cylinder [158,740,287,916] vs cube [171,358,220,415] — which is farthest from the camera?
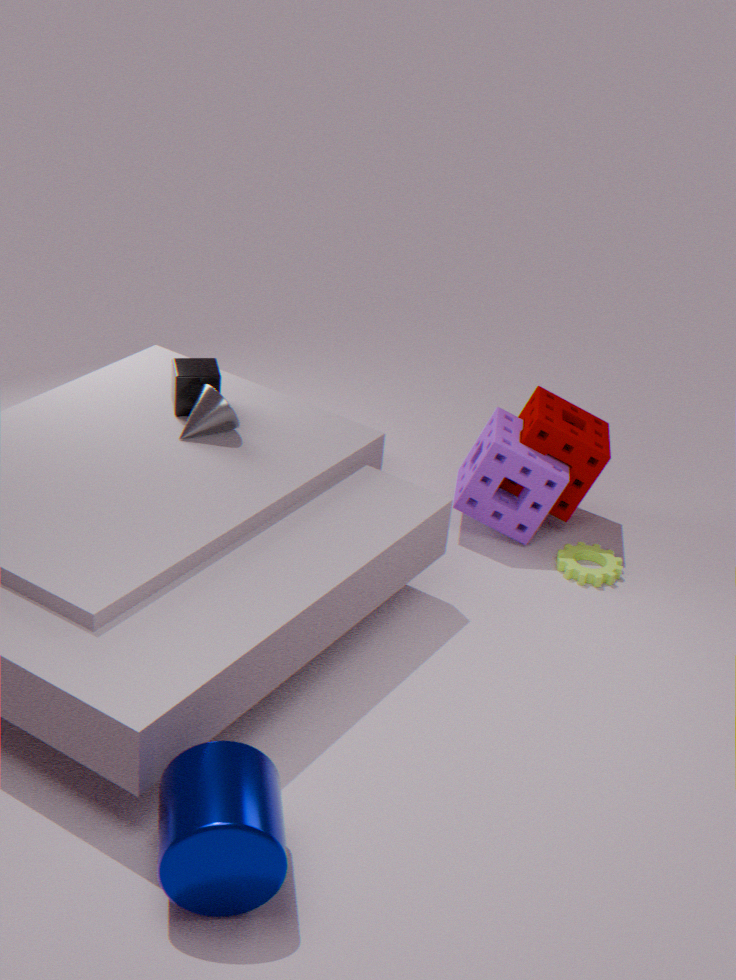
cube [171,358,220,415]
